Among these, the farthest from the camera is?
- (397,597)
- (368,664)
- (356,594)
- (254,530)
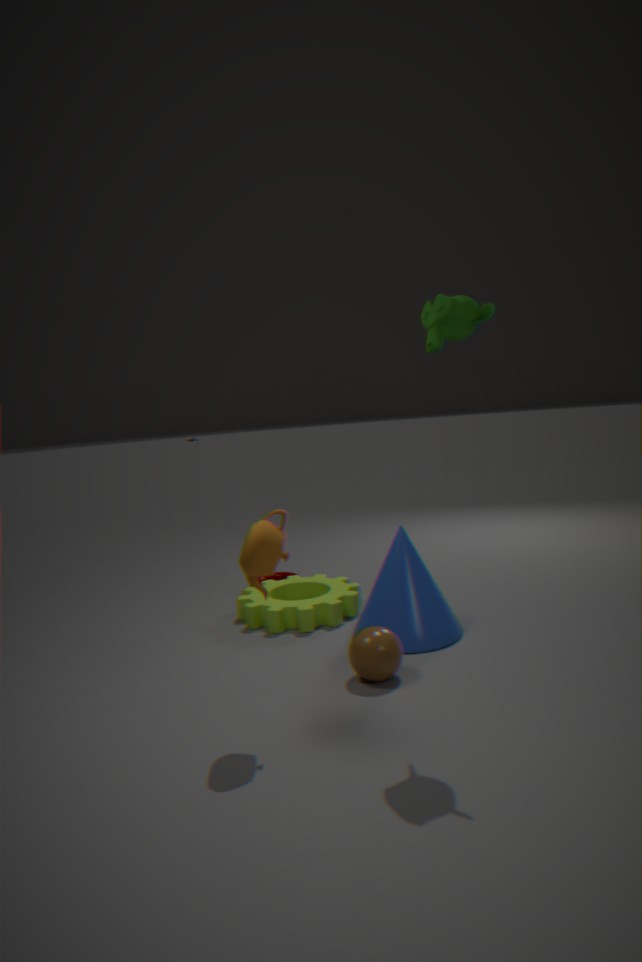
(356,594)
